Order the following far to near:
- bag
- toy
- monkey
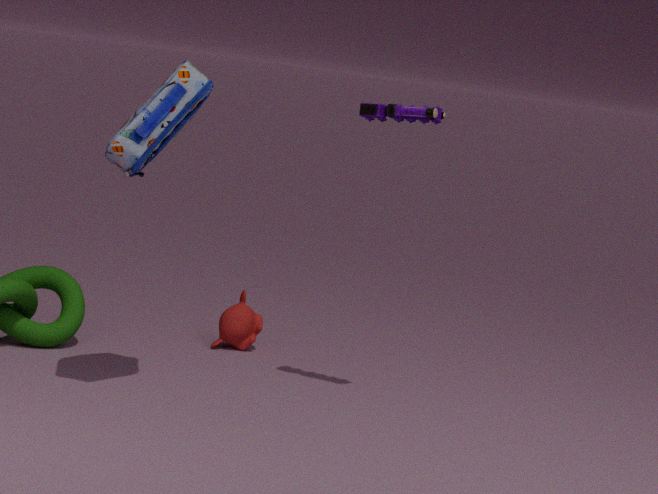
monkey → toy → bag
